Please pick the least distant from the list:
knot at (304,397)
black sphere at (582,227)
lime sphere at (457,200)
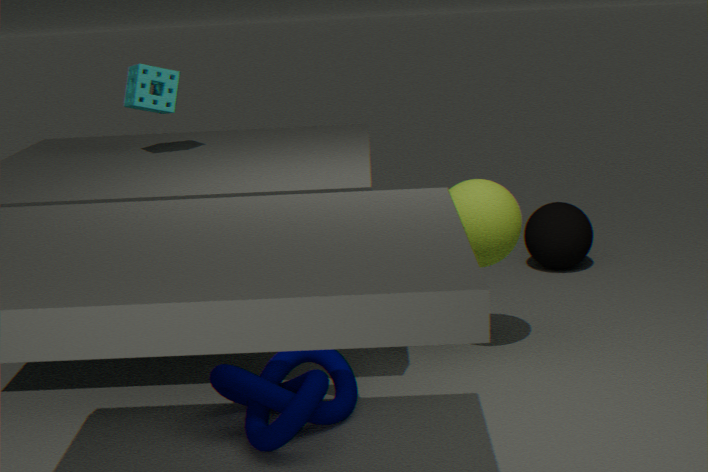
knot at (304,397)
